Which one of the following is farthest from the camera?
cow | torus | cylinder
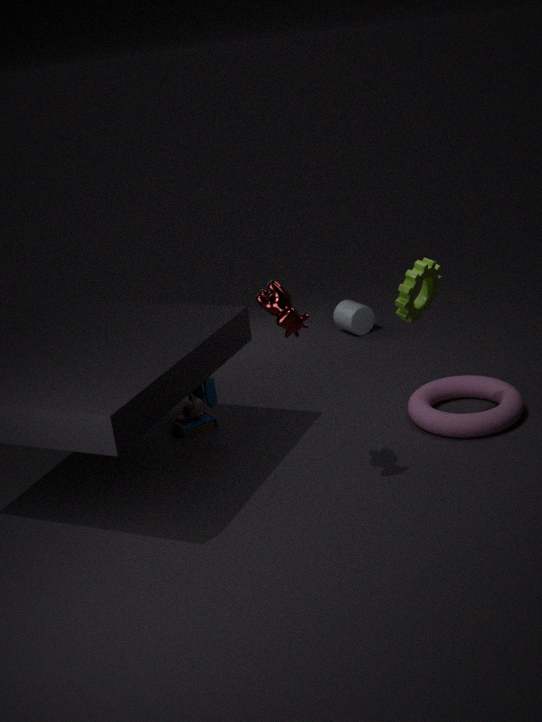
cylinder
